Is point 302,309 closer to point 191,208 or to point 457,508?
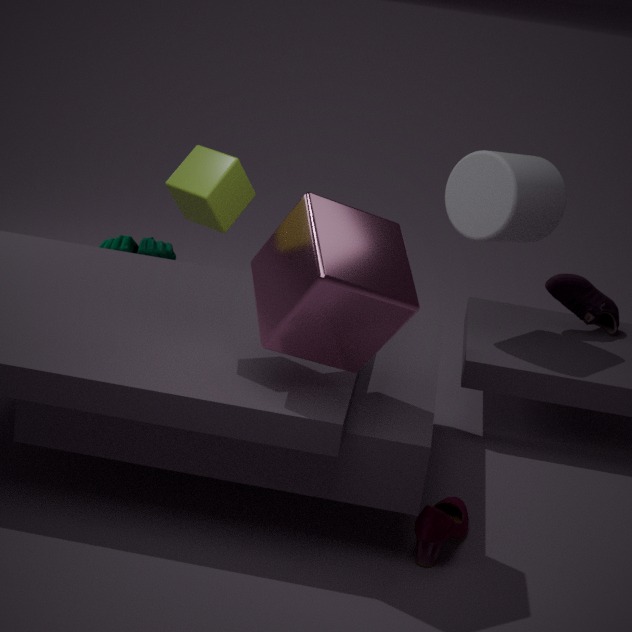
point 191,208
